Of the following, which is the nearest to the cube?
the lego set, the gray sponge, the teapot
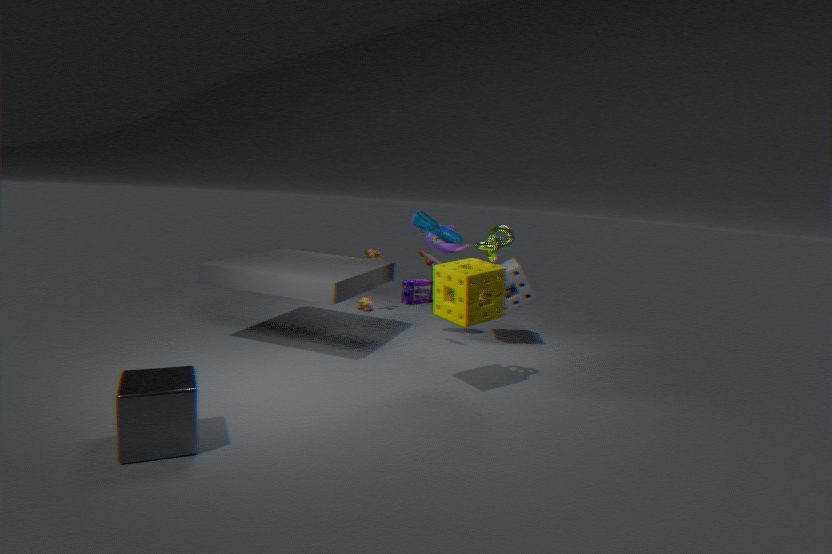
the gray sponge
